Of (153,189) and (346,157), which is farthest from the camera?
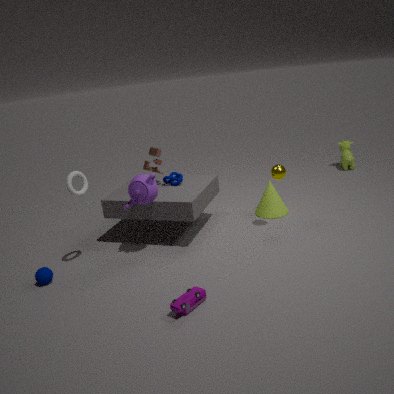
(346,157)
